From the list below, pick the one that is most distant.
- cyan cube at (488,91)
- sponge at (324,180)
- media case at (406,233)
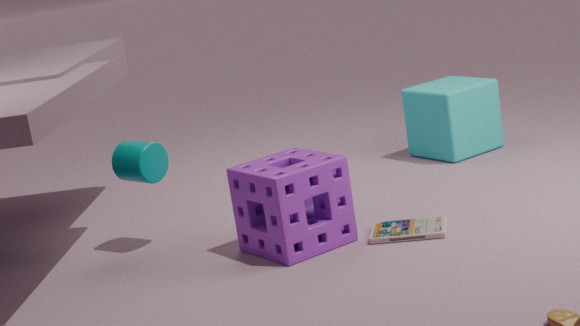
cyan cube at (488,91)
